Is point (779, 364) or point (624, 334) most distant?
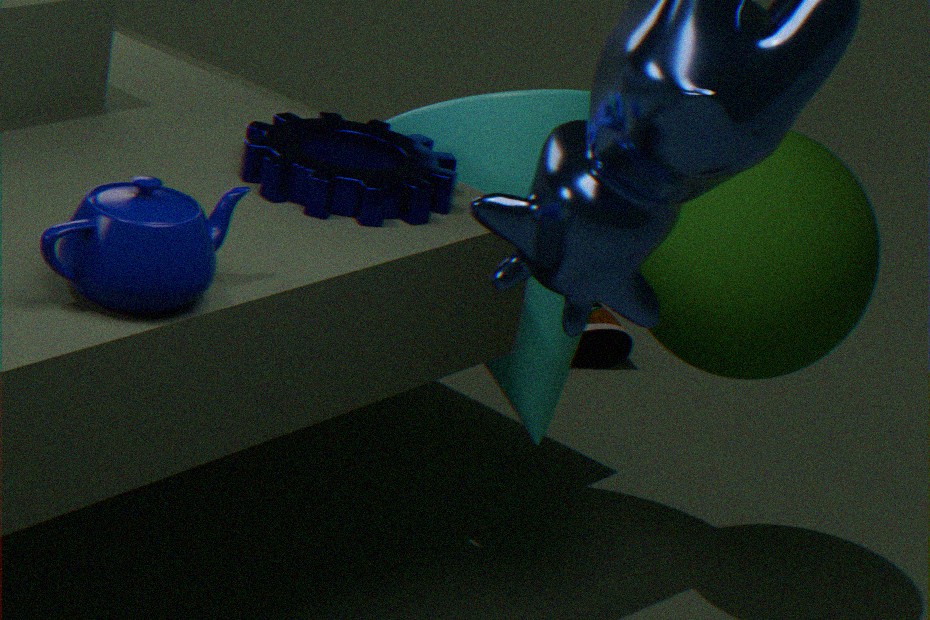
point (624, 334)
